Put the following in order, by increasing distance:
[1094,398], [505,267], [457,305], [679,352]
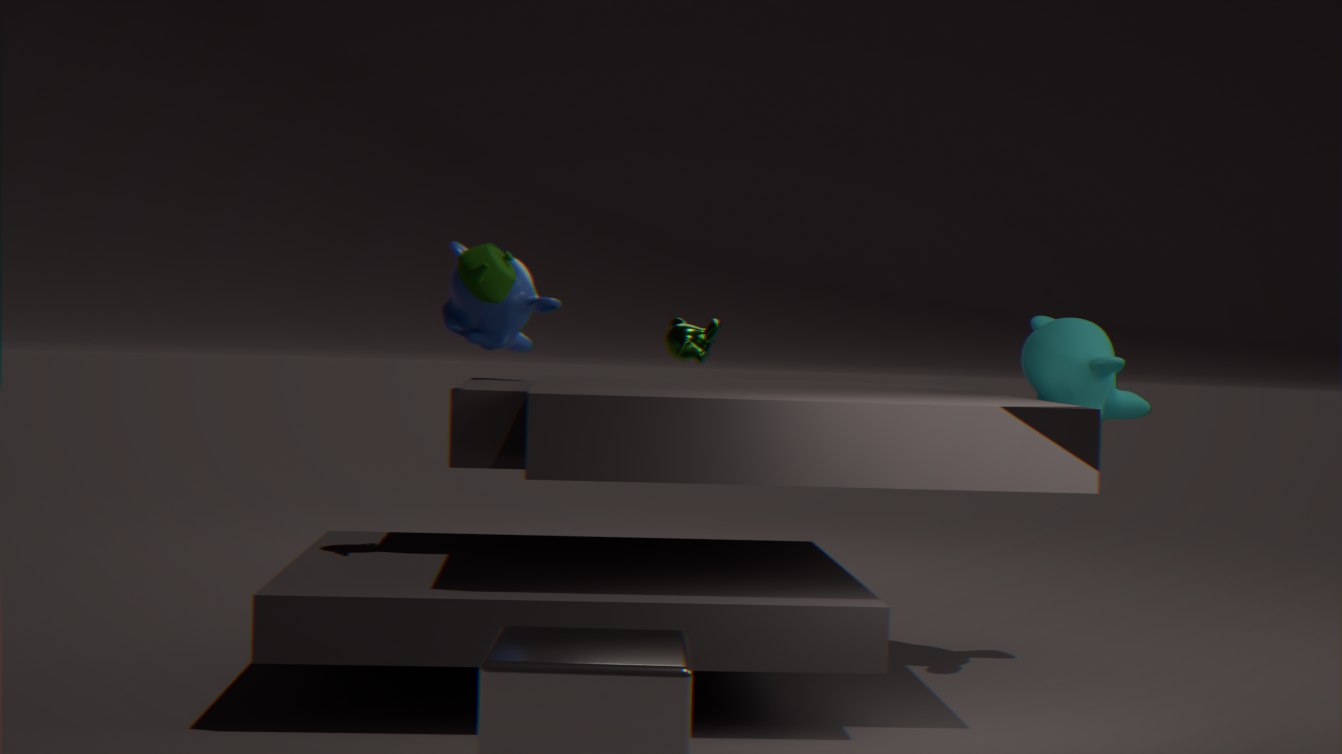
1. [505,267]
2. [1094,398]
3. [457,305]
4. [679,352]
